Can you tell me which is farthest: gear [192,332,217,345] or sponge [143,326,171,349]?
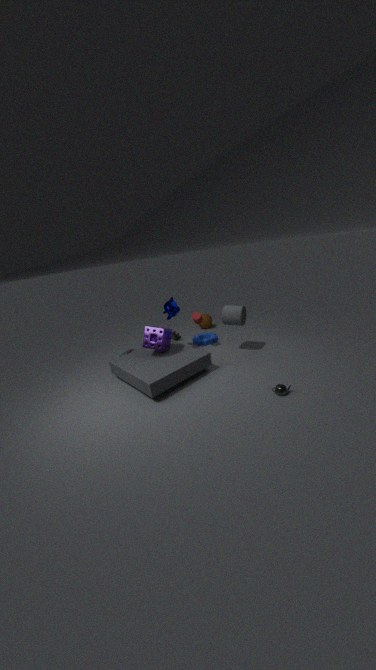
gear [192,332,217,345]
